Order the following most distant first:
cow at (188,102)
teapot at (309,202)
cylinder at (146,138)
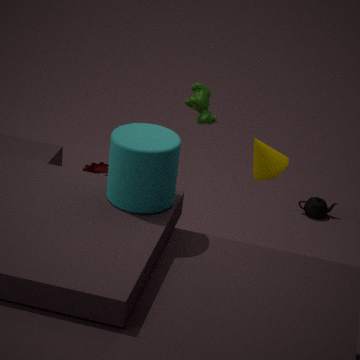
teapot at (309,202), cow at (188,102), cylinder at (146,138)
